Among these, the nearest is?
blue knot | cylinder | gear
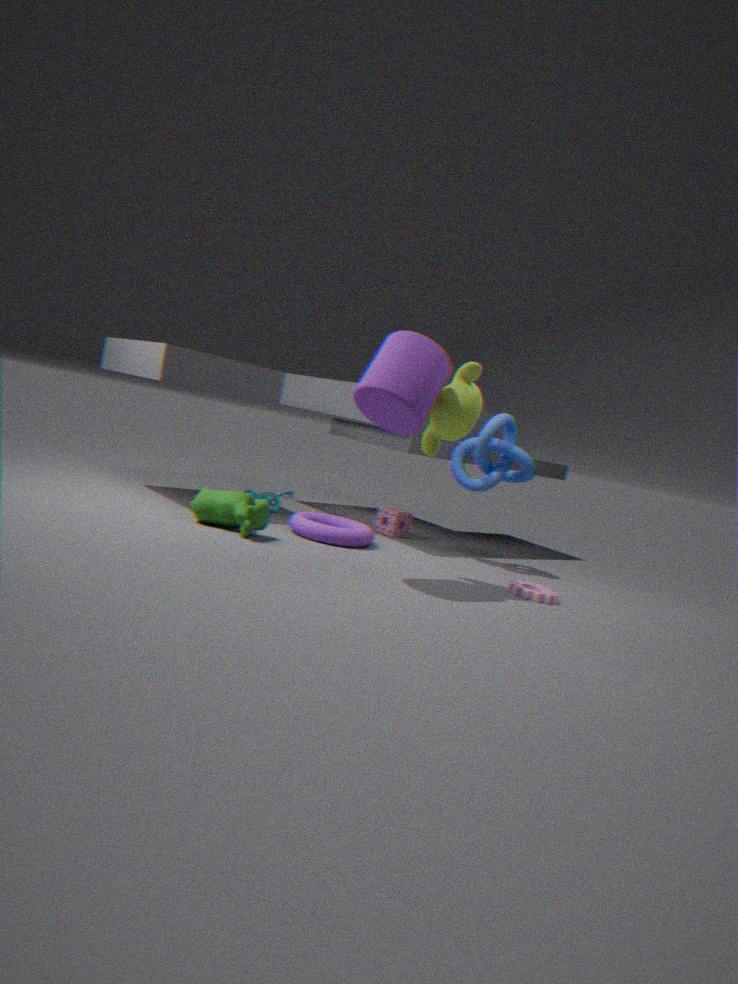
cylinder
